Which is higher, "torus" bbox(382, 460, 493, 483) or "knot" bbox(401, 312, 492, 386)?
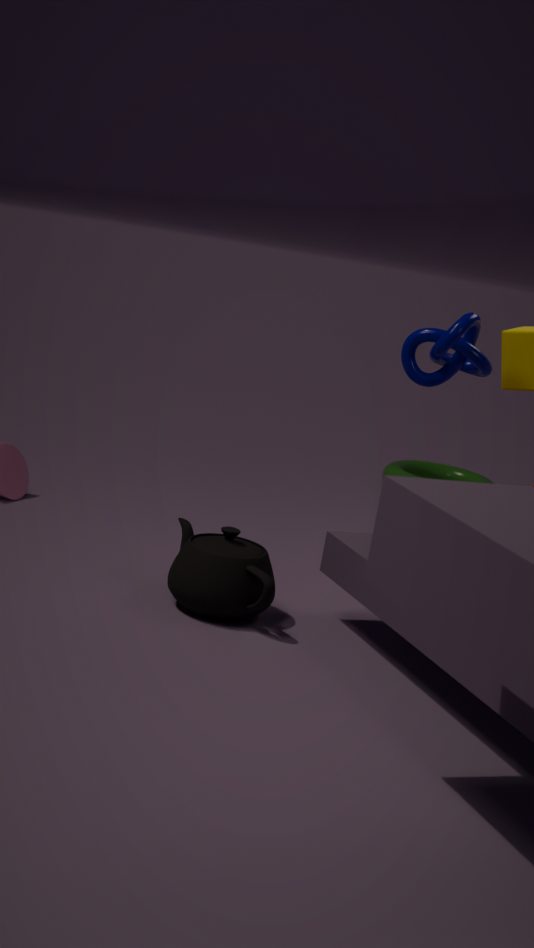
"knot" bbox(401, 312, 492, 386)
